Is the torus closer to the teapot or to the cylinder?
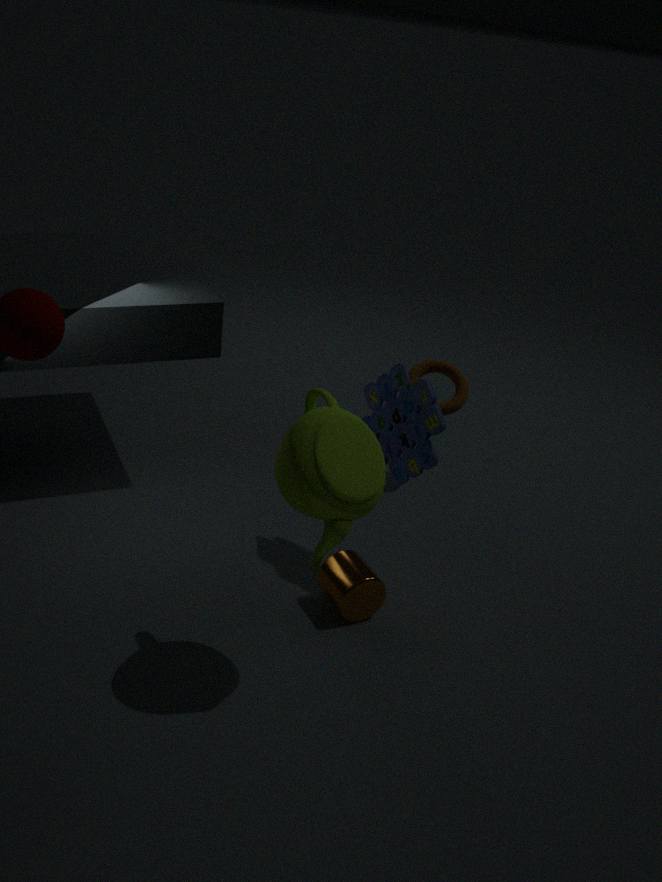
the cylinder
